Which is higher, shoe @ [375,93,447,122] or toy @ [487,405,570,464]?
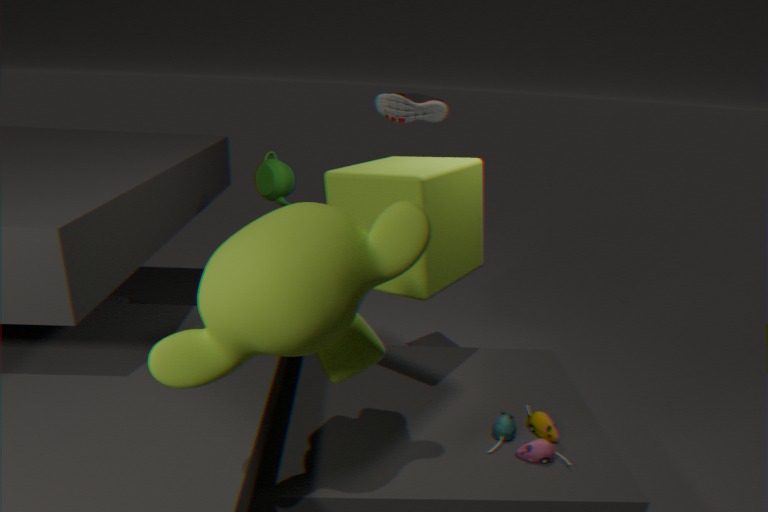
shoe @ [375,93,447,122]
